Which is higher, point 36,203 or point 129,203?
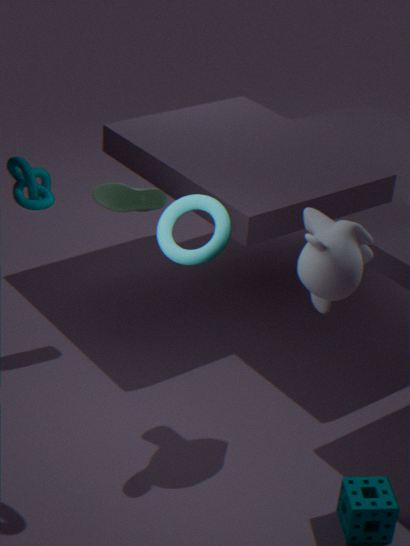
point 36,203
